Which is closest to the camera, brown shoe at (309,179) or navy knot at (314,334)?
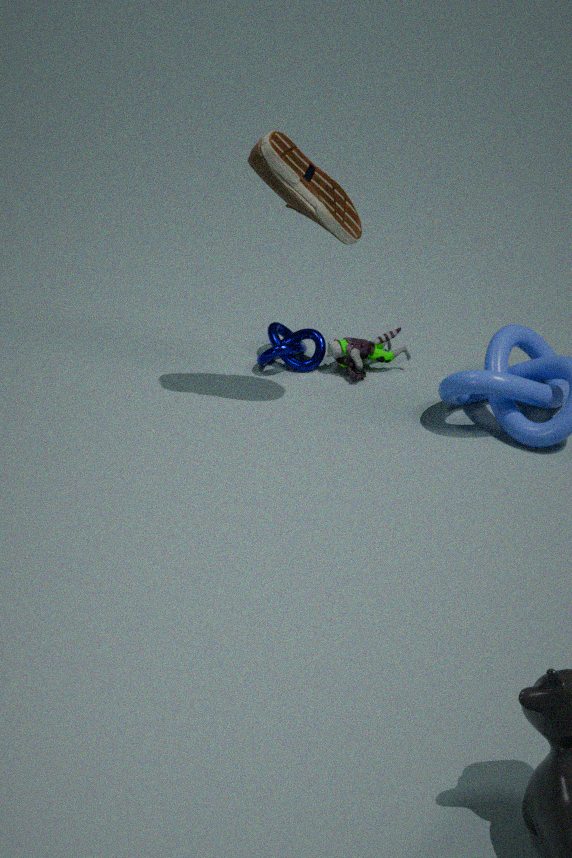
brown shoe at (309,179)
